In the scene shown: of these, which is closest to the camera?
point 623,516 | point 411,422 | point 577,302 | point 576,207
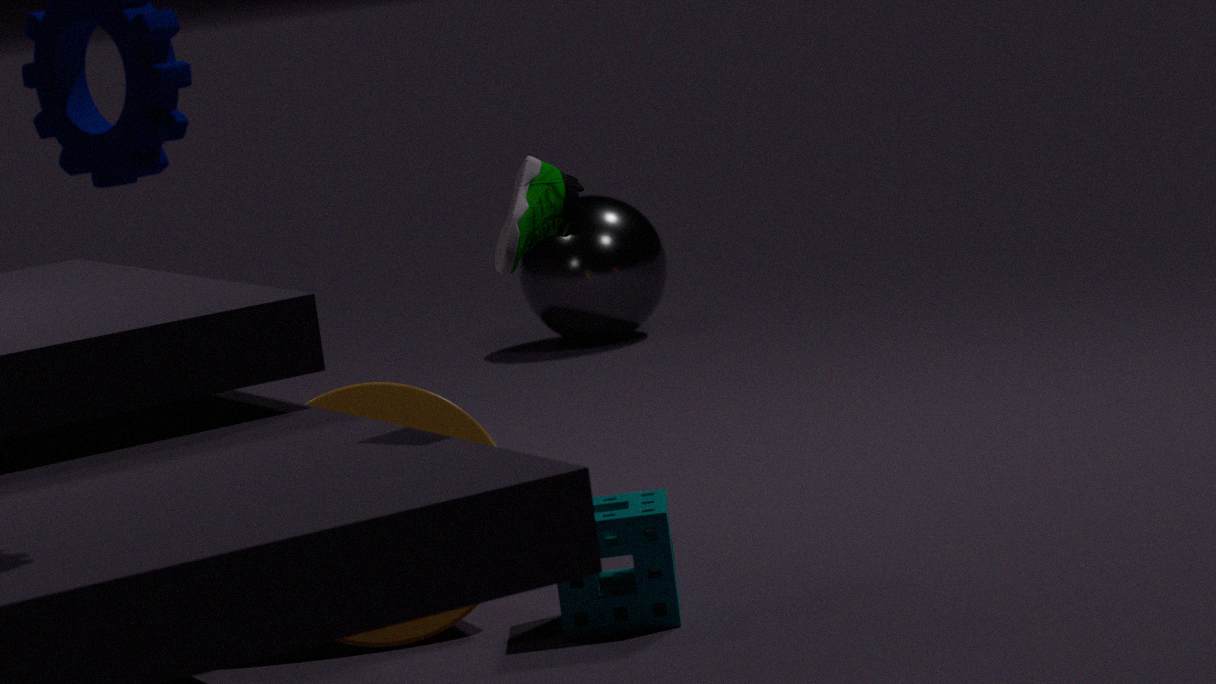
point 623,516
